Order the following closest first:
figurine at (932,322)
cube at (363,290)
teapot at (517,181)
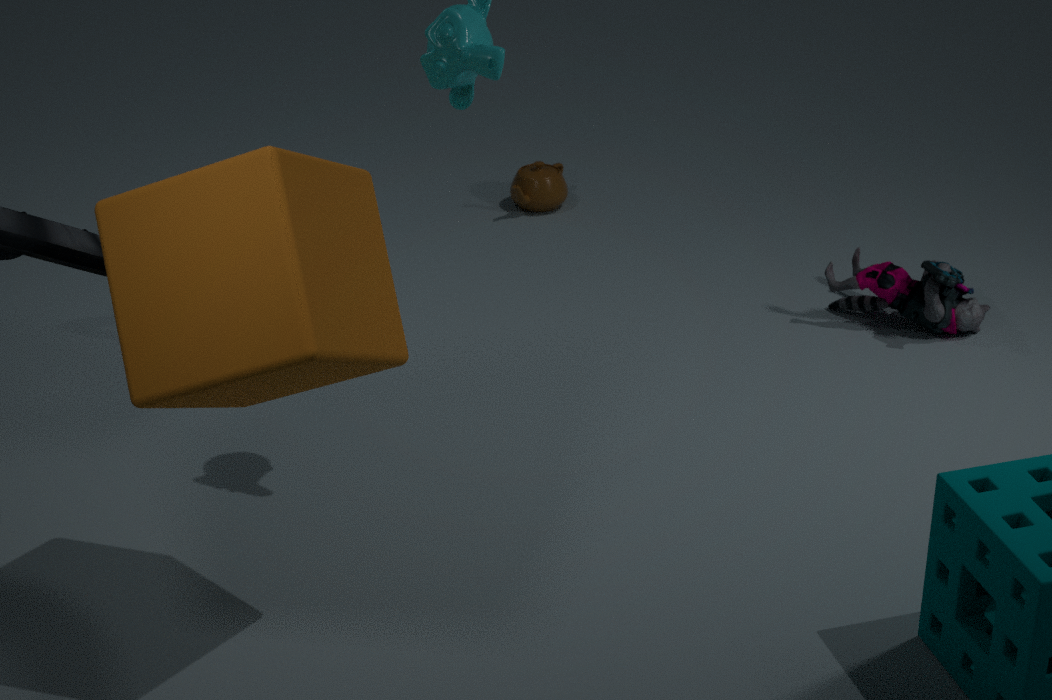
cube at (363,290) → figurine at (932,322) → teapot at (517,181)
